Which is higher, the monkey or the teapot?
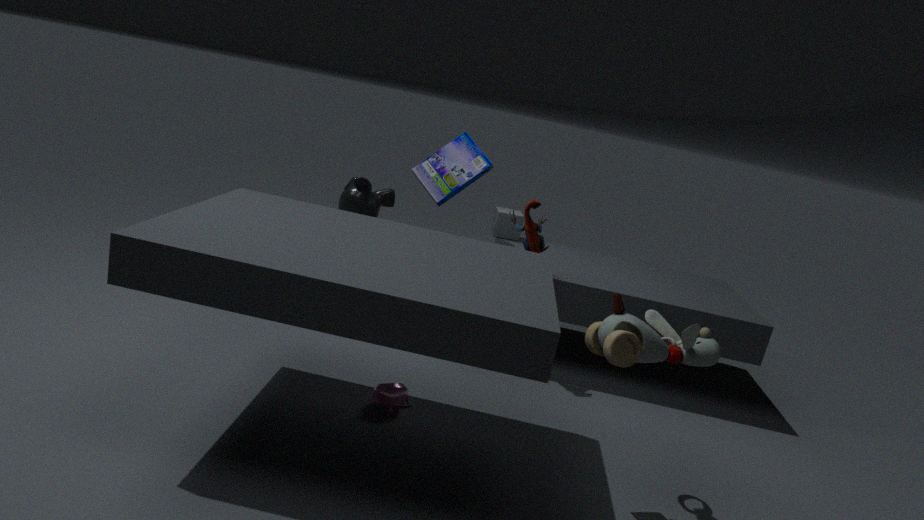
the monkey
